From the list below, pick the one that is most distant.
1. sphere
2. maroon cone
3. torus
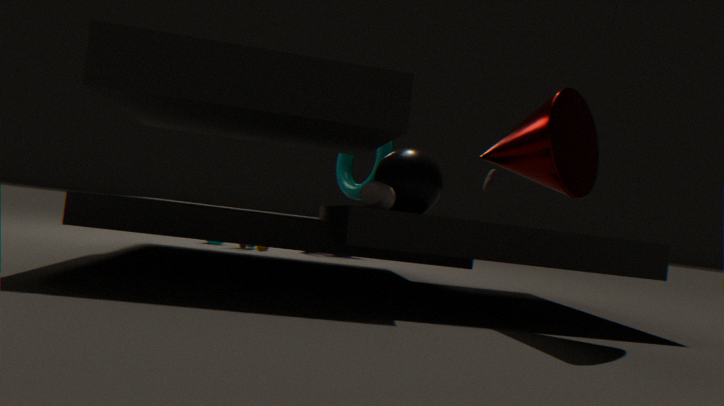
torus
